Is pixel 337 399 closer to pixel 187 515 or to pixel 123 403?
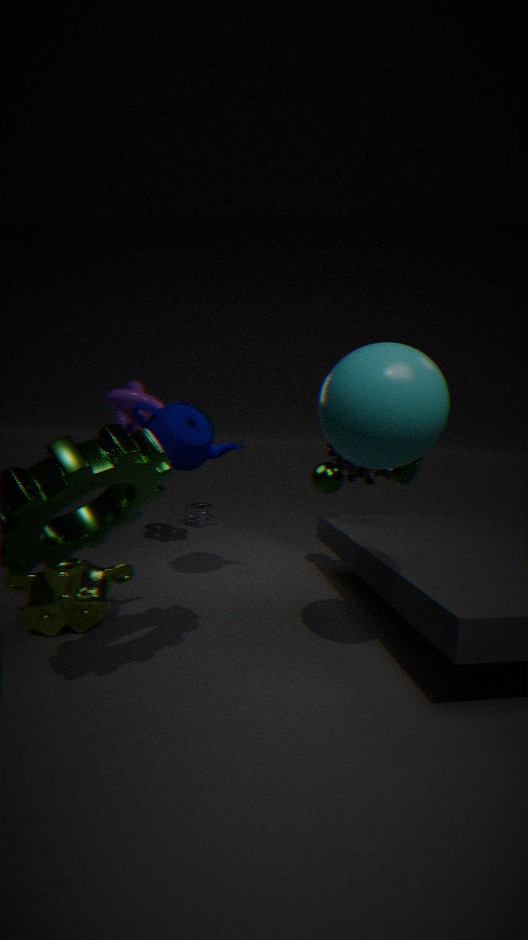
pixel 123 403
